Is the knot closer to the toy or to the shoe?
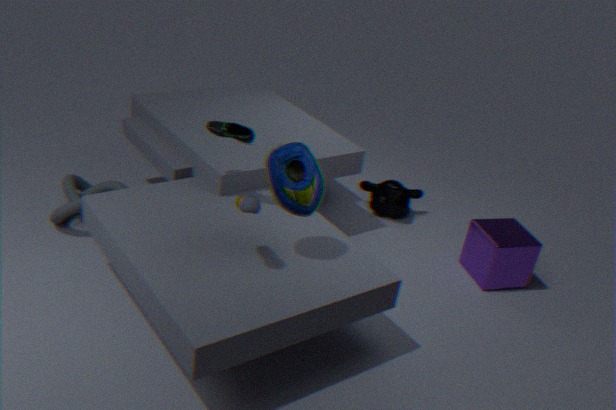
the shoe
